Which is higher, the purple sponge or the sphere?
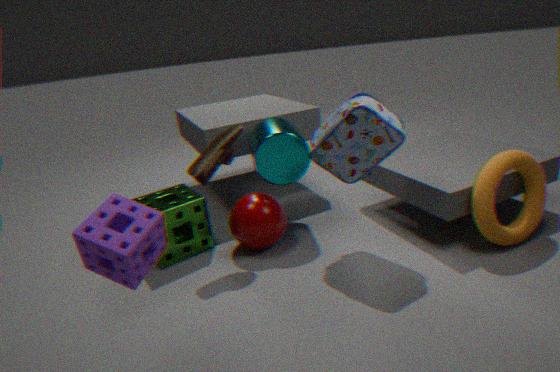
the purple sponge
